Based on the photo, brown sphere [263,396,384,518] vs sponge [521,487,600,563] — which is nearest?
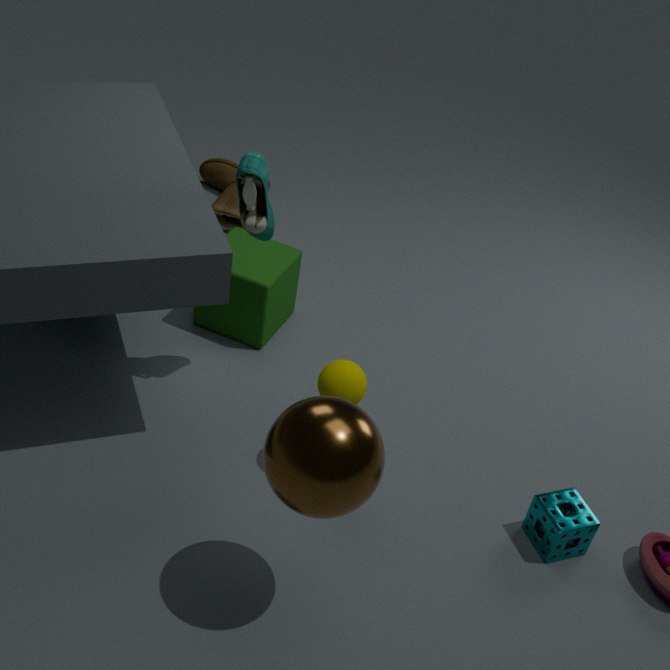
brown sphere [263,396,384,518]
